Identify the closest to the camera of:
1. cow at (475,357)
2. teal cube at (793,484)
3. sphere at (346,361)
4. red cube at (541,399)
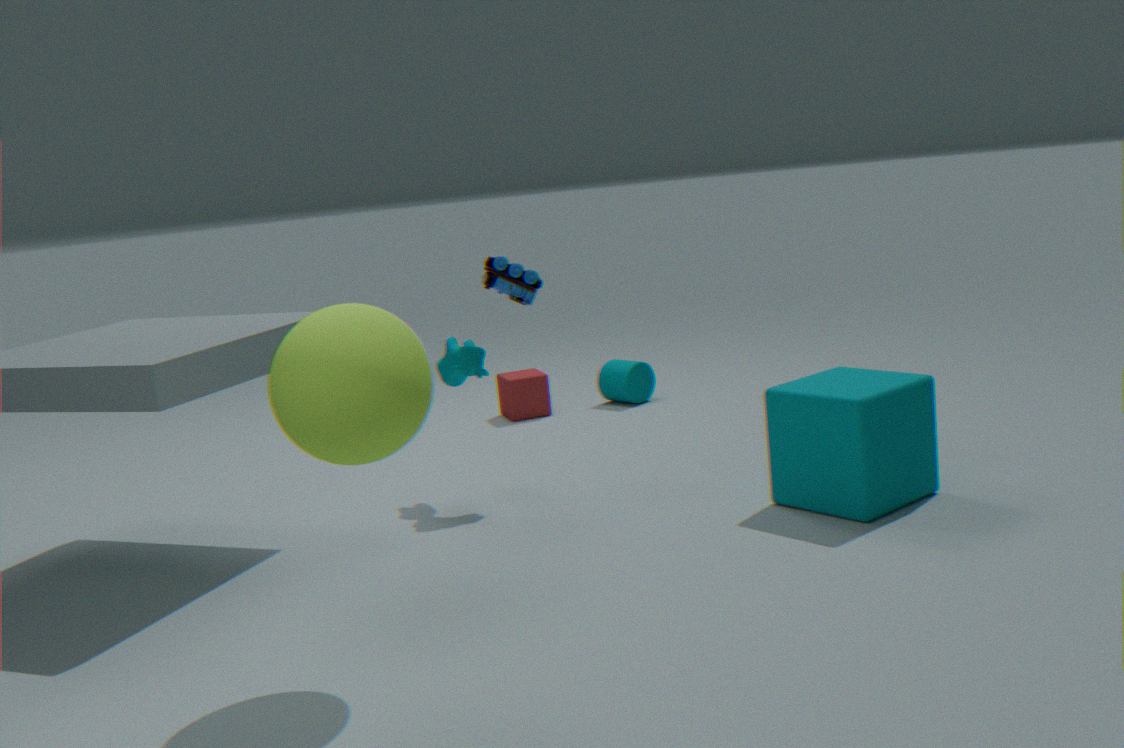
sphere at (346,361)
